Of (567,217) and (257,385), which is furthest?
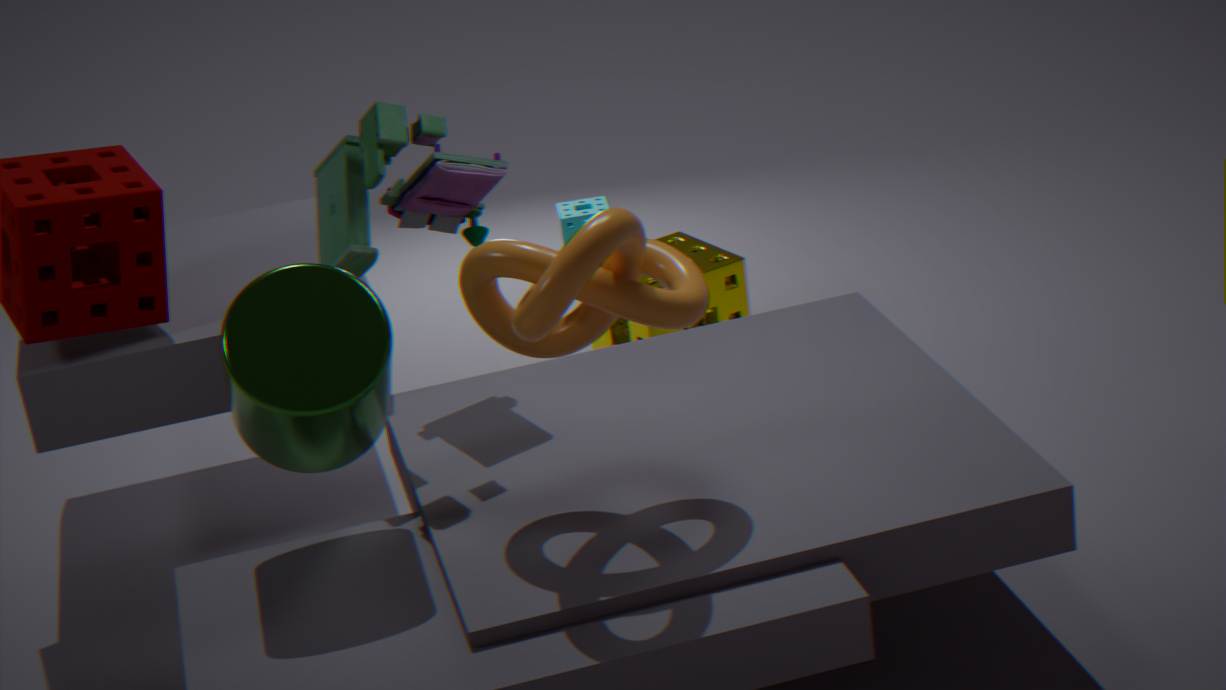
(567,217)
